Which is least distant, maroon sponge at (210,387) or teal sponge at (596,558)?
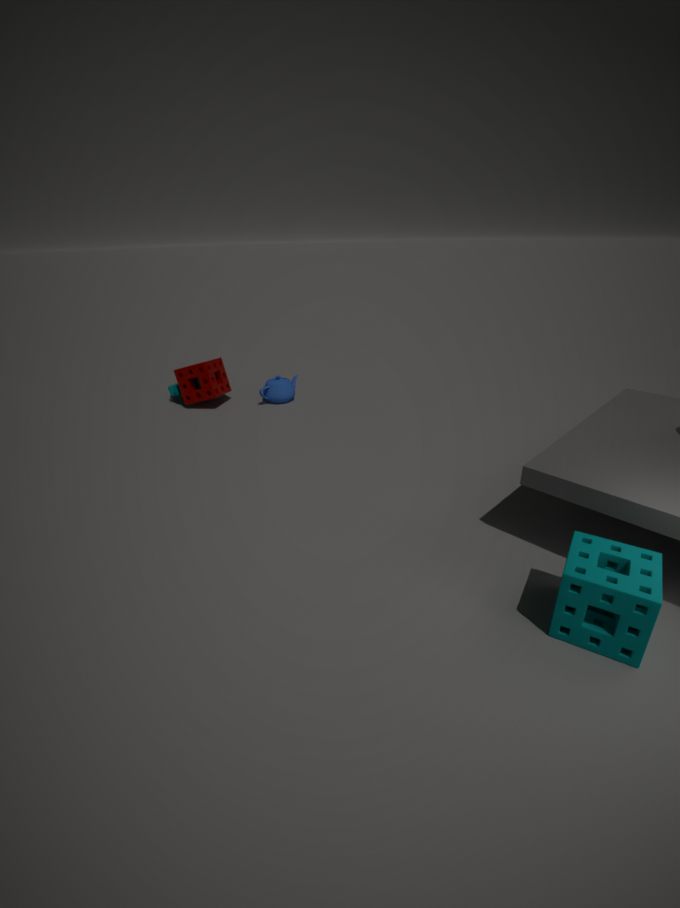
teal sponge at (596,558)
